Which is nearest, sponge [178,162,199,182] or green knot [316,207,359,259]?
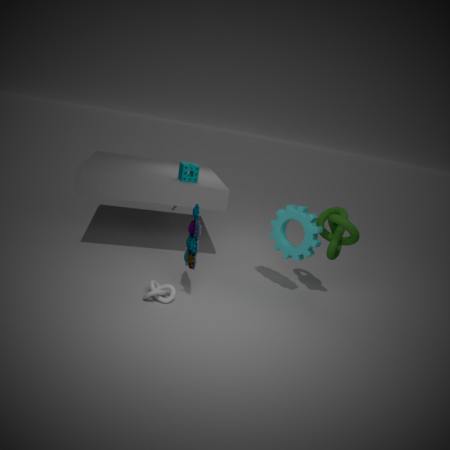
green knot [316,207,359,259]
